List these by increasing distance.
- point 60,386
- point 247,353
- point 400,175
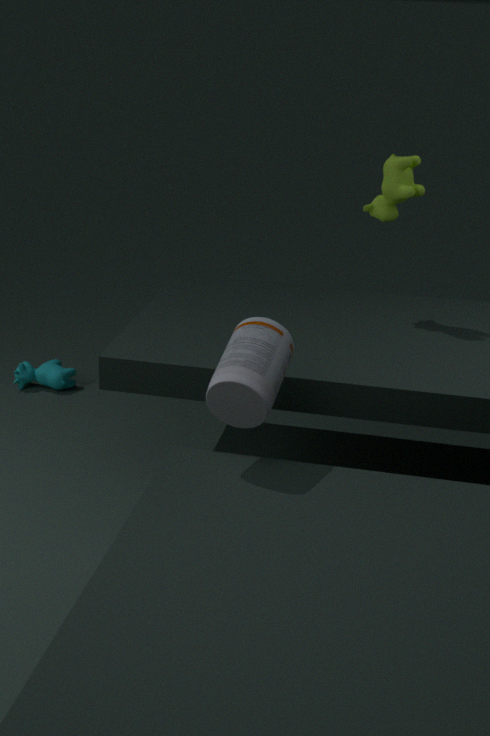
point 247,353 → point 400,175 → point 60,386
